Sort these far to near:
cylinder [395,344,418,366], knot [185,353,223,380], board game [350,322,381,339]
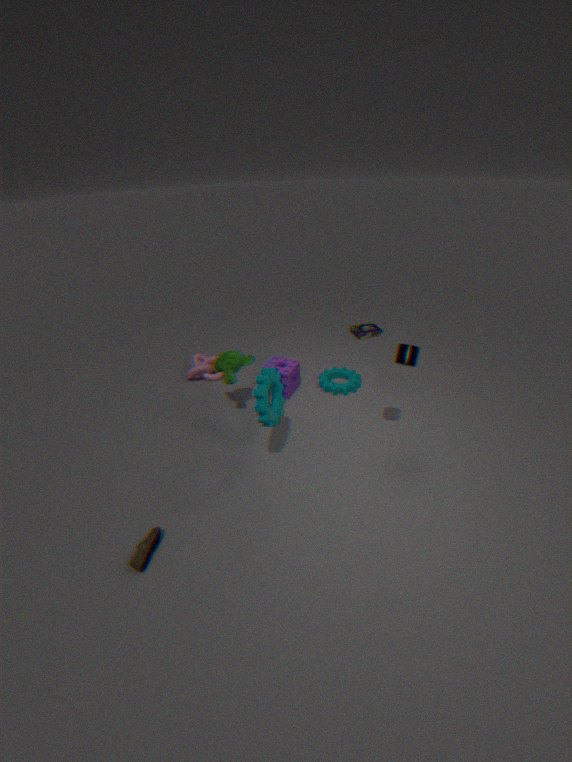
1. board game [350,322,381,339]
2. knot [185,353,223,380]
3. cylinder [395,344,418,366]
